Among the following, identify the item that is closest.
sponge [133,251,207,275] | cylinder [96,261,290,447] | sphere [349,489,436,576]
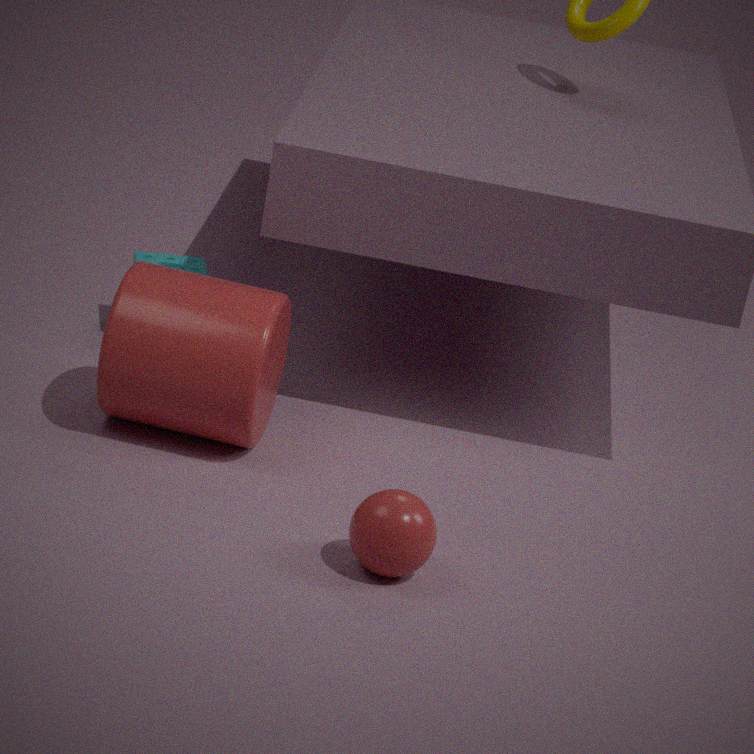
sphere [349,489,436,576]
